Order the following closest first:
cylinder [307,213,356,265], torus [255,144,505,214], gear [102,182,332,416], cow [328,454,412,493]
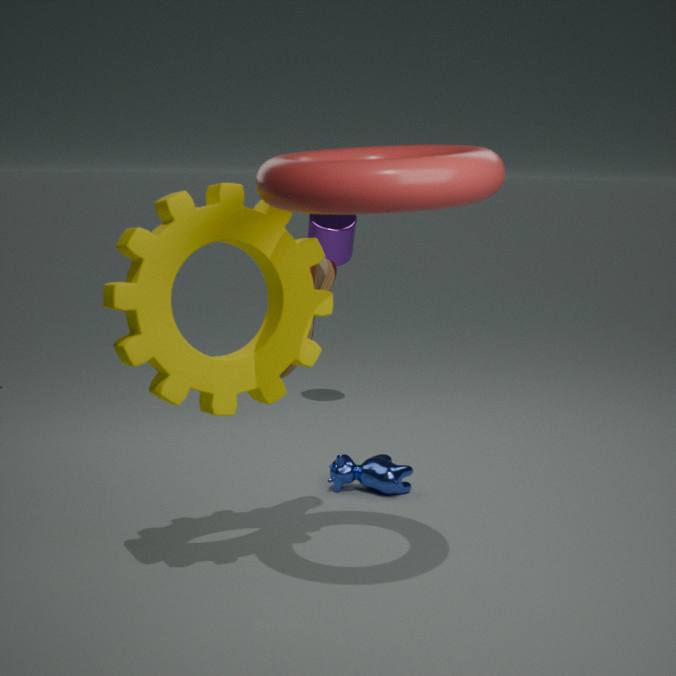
torus [255,144,505,214] < gear [102,182,332,416] < cow [328,454,412,493] < cylinder [307,213,356,265]
